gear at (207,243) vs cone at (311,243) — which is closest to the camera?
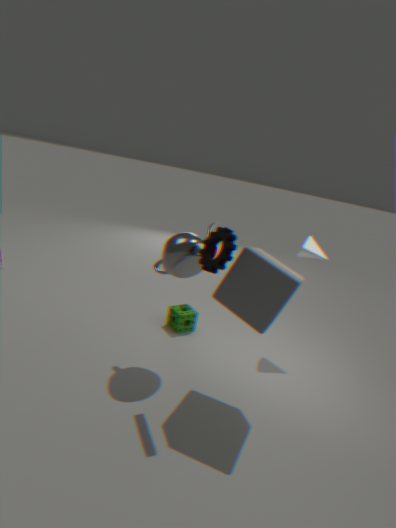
gear at (207,243)
